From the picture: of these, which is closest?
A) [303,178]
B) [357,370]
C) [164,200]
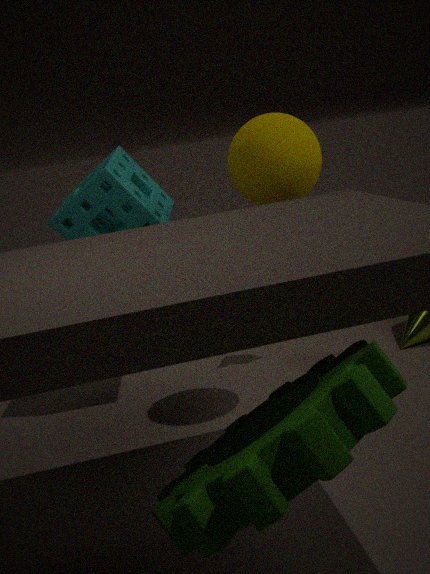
[357,370]
